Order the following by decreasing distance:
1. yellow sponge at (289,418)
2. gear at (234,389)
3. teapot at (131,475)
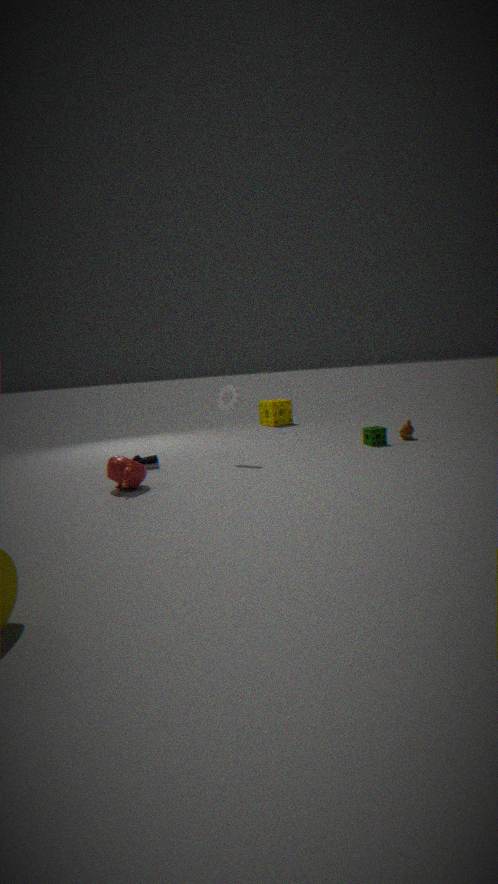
1. yellow sponge at (289,418)
2. gear at (234,389)
3. teapot at (131,475)
